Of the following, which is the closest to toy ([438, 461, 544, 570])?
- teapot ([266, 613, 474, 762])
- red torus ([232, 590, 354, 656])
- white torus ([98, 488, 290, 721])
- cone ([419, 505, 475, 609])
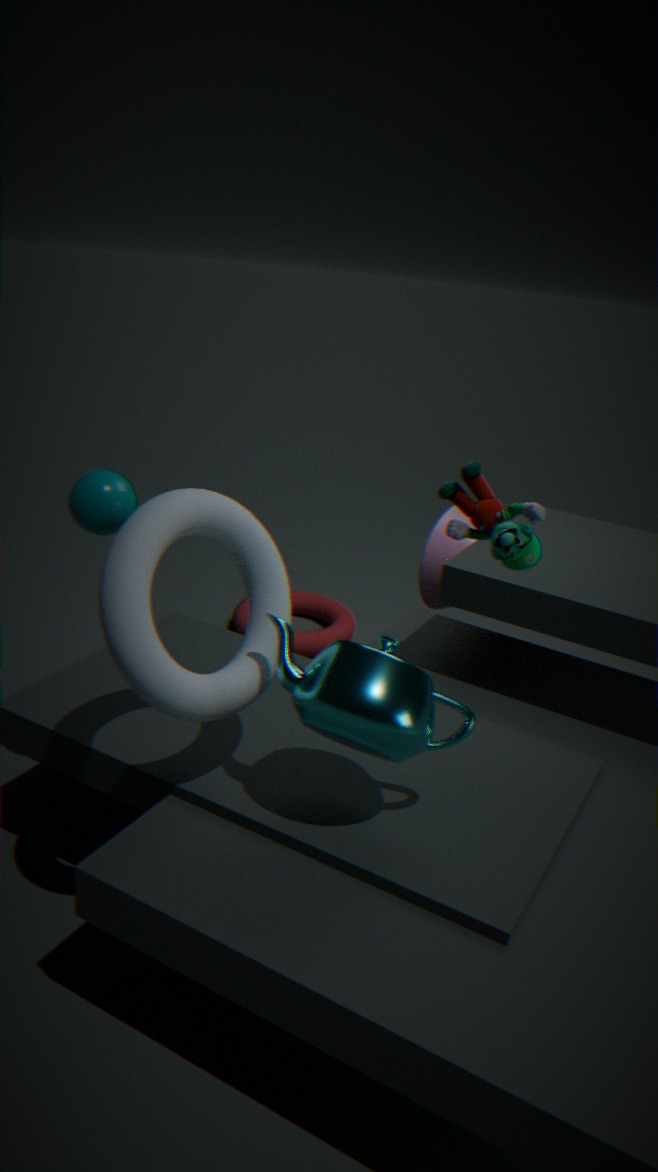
teapot ([266, 613, 474, 762])
